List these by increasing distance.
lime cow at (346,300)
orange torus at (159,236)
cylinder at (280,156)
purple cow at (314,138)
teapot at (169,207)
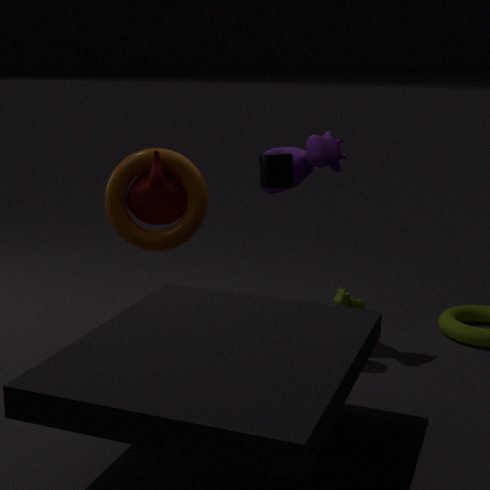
teapot at (169,207), orange torus at (159,236), cylinder at (280,156), purple cow at (314,138), lime cow at (346,300)
